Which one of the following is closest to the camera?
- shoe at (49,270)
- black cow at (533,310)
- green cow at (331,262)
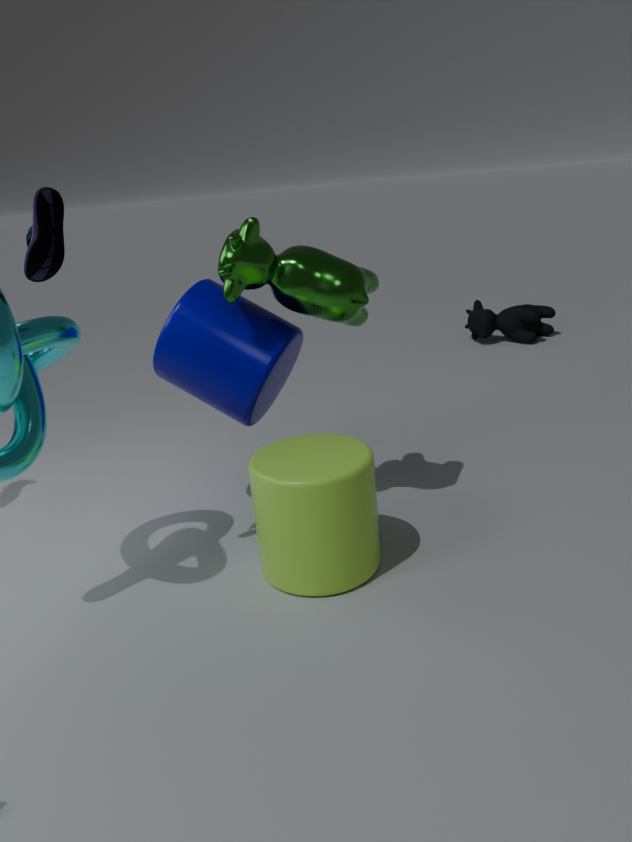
shoe at (49,270)
